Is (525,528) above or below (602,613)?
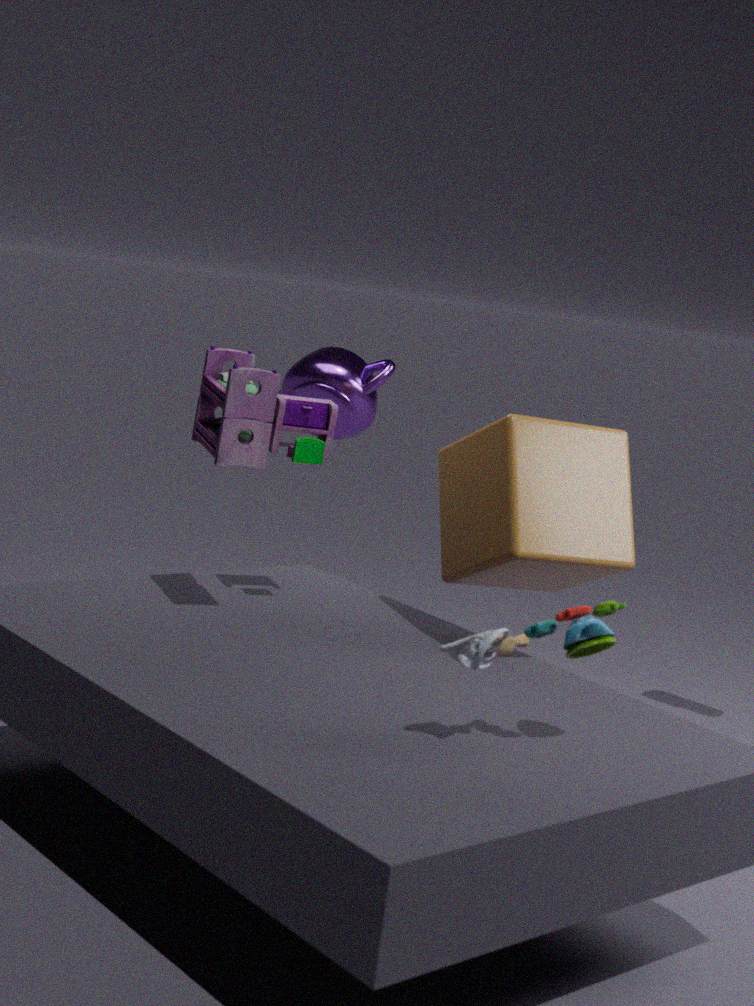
above
